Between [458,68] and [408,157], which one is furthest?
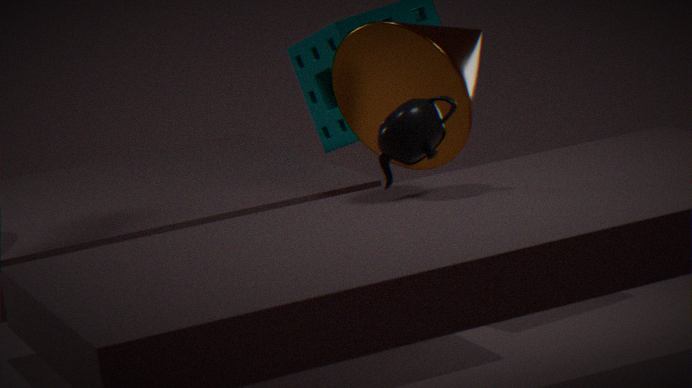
[458,68]
